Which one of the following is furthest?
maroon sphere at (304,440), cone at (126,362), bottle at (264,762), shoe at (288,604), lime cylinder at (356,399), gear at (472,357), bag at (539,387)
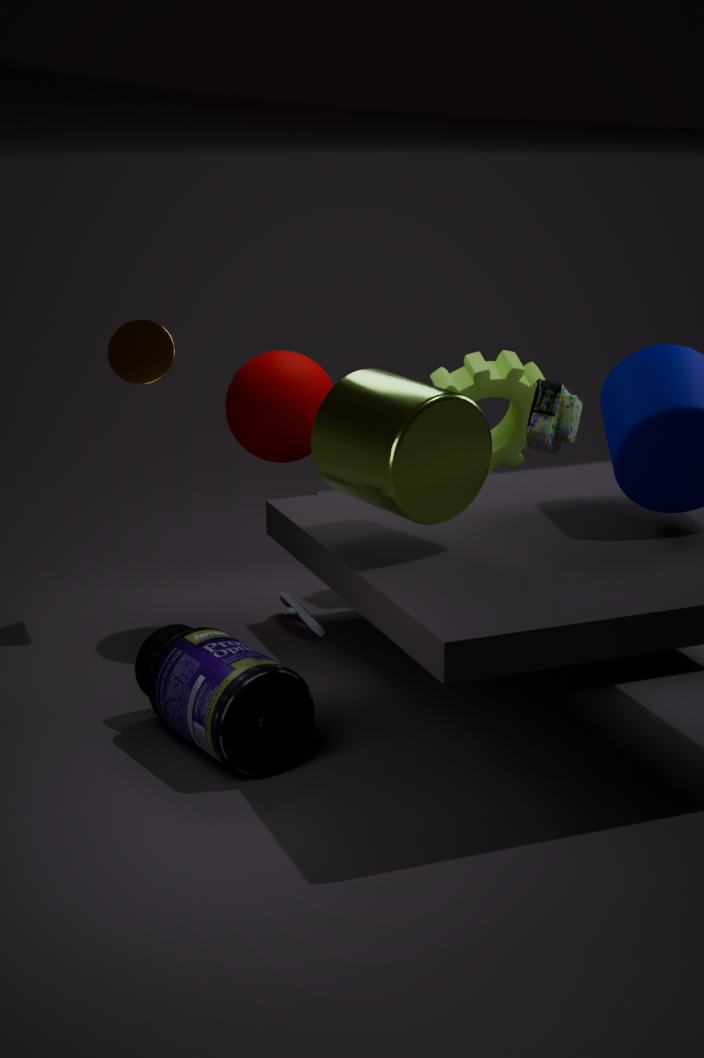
gear at (472,357)
